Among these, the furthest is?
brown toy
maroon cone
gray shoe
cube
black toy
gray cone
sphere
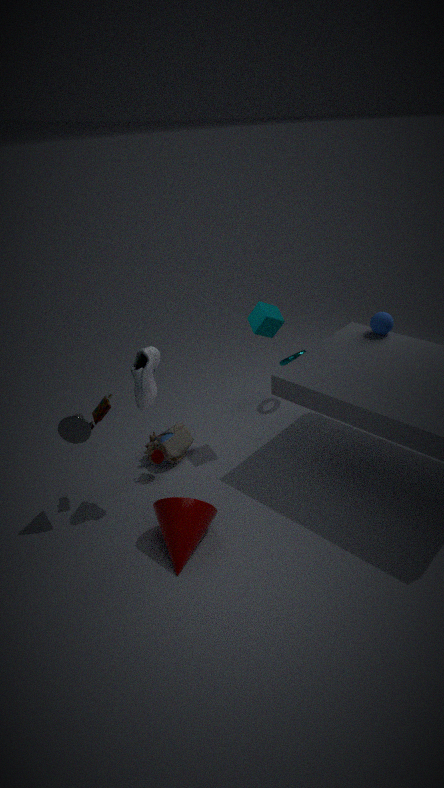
sphere
